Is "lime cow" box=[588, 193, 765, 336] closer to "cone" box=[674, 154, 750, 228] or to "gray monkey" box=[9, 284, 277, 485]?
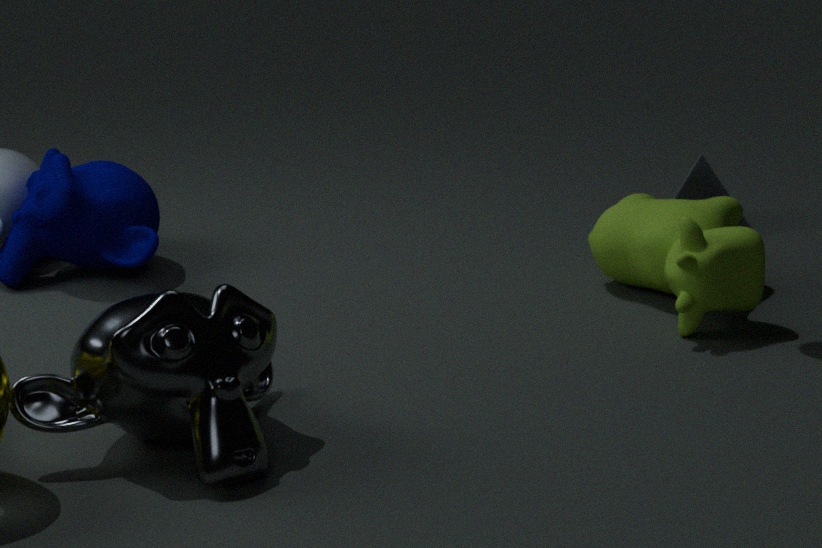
"cone" box=[674, 154, 750, 228]
